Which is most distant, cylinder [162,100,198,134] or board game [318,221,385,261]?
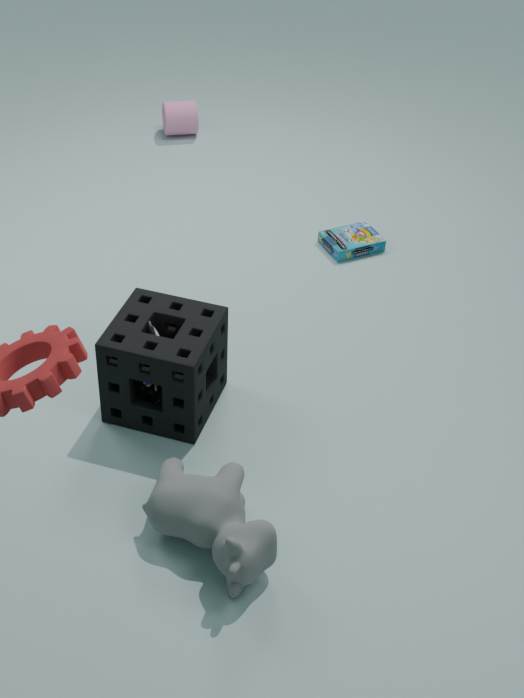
cylinder [162,100,198,134]
